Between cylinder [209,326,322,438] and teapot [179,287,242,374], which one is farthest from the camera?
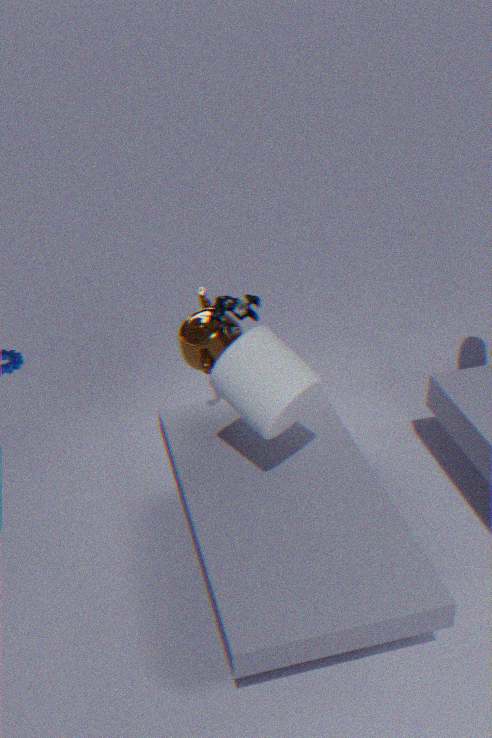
teapot [179,287,242,374]
